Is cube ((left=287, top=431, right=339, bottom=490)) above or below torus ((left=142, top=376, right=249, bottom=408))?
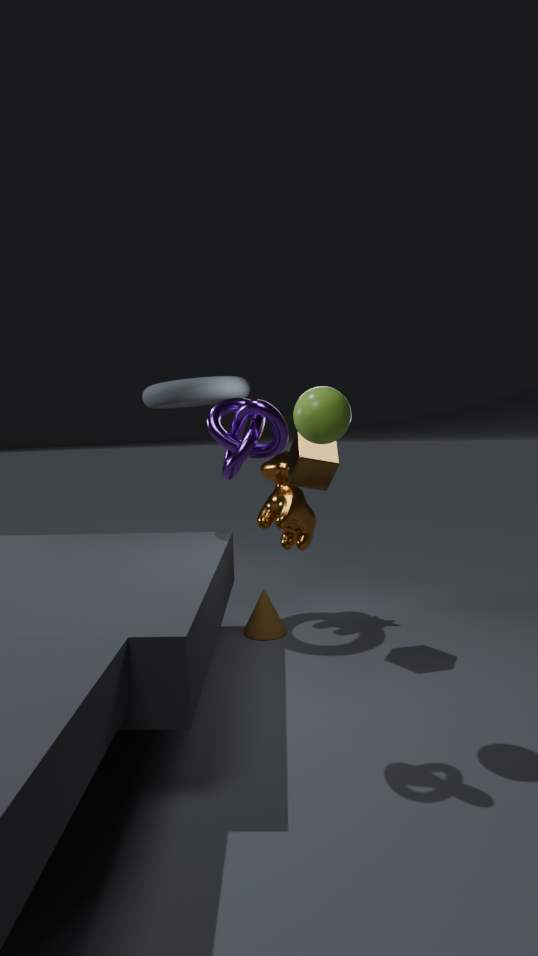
below
